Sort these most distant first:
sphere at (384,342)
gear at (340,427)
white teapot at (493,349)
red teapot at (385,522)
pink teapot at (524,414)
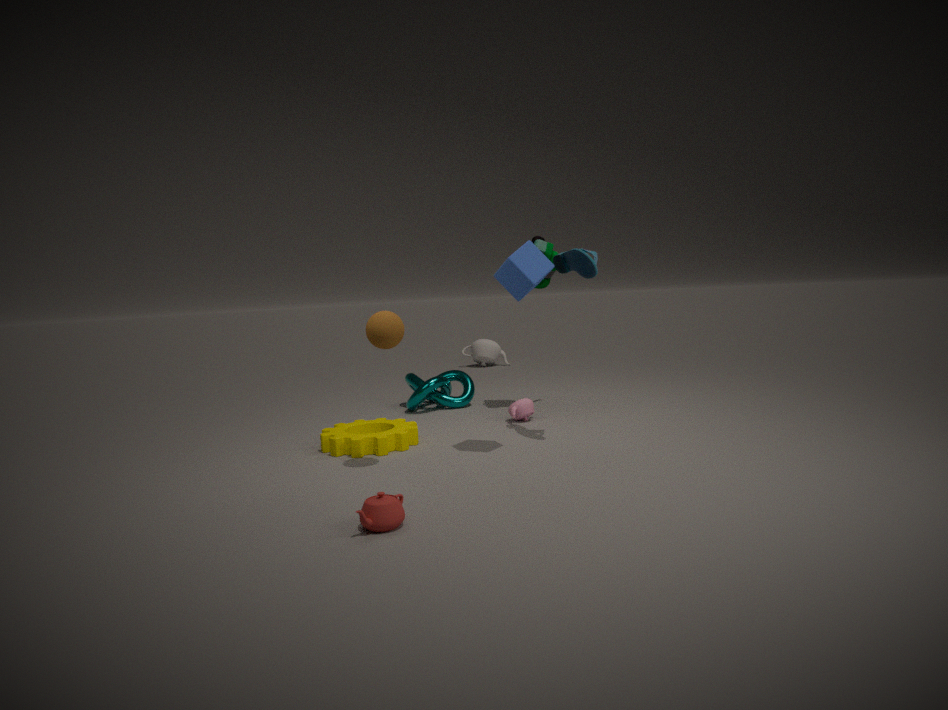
white teapot at (493,349), pink teapot at (524,414), gear at (340,427), sphere at (384,342), red teapot at (385,522)
